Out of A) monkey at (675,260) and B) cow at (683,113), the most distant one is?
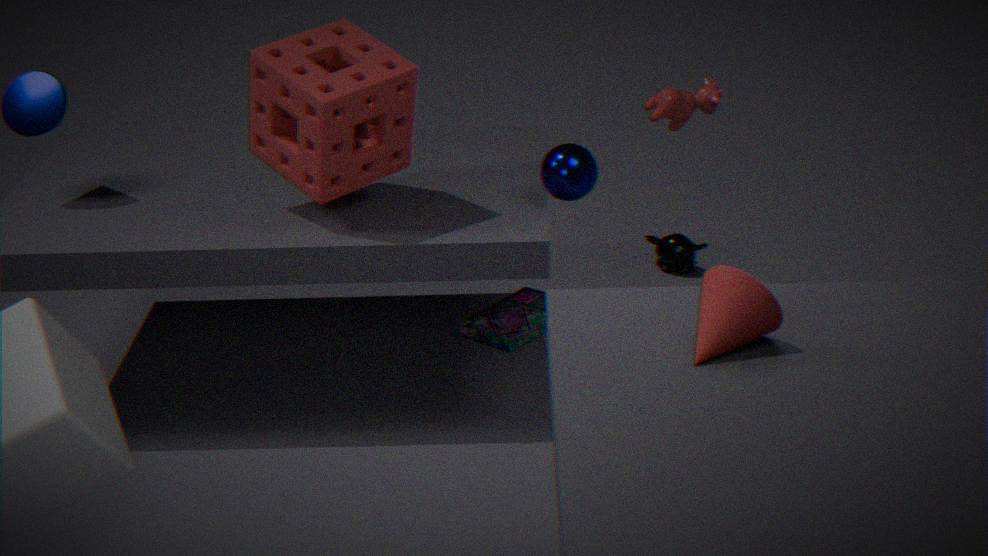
A. monkey at (675,260)
